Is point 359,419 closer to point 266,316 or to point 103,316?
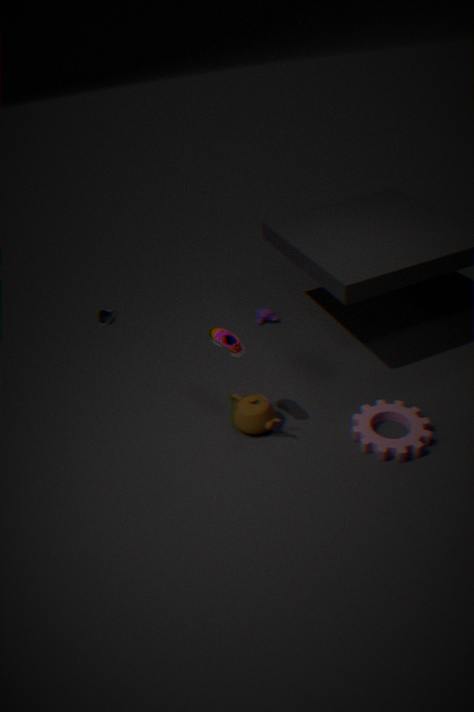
point 266,316
